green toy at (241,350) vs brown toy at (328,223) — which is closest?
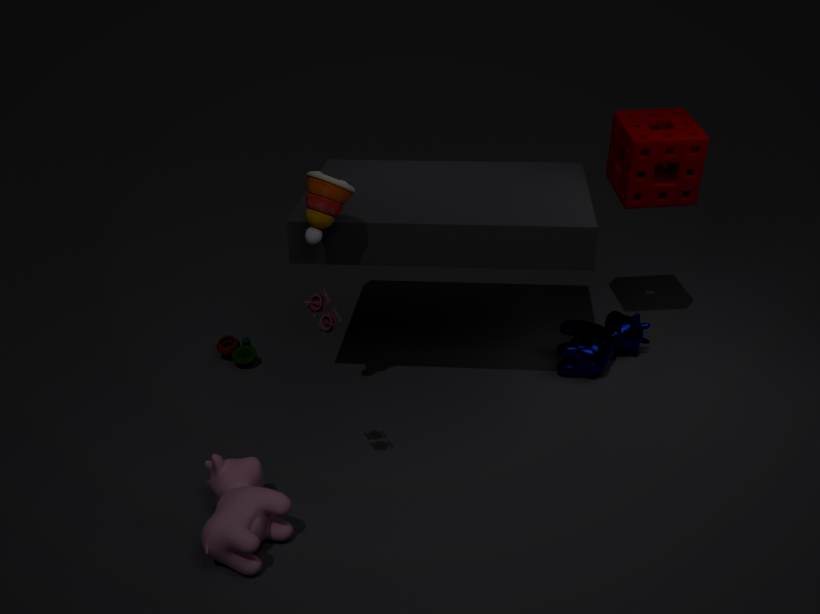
brown toy at (328,223)
